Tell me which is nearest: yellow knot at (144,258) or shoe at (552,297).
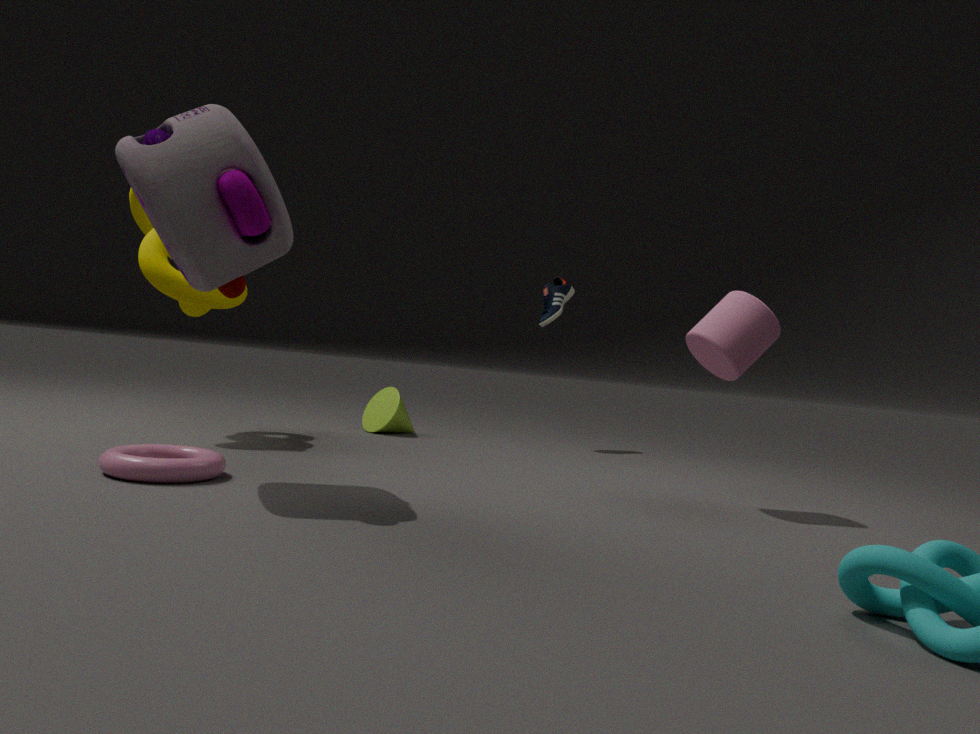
yellow knot at (144,258)
